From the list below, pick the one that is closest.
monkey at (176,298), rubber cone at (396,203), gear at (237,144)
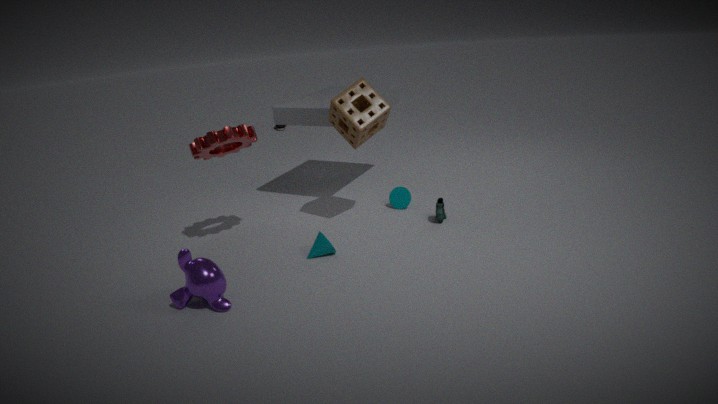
monkey at (176,298)
